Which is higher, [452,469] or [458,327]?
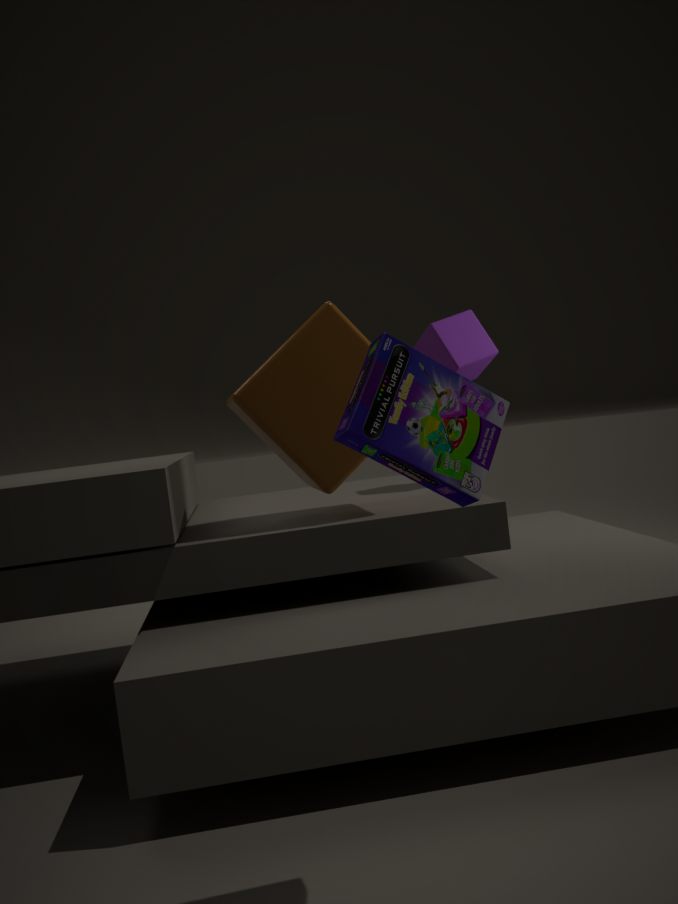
[458,327]
